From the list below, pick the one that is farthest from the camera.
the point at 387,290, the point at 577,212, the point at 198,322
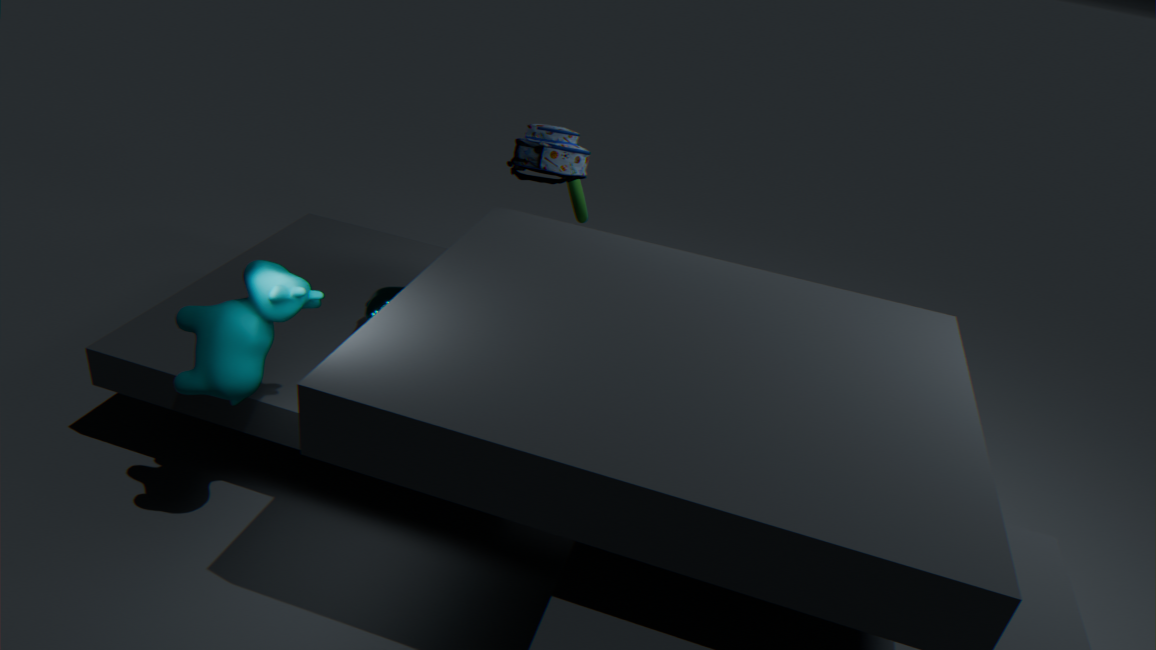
the point at 577,212
